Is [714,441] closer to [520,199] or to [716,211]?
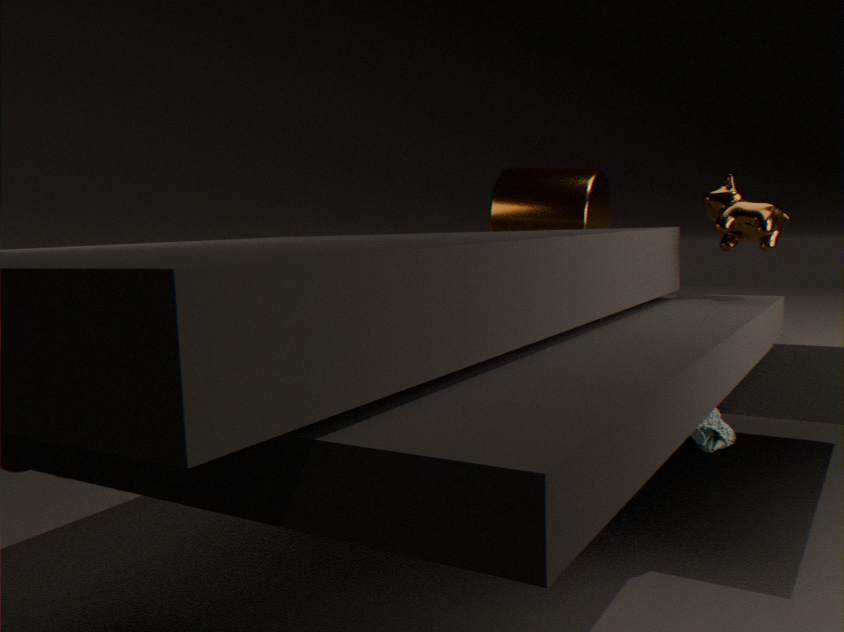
[716,211]
